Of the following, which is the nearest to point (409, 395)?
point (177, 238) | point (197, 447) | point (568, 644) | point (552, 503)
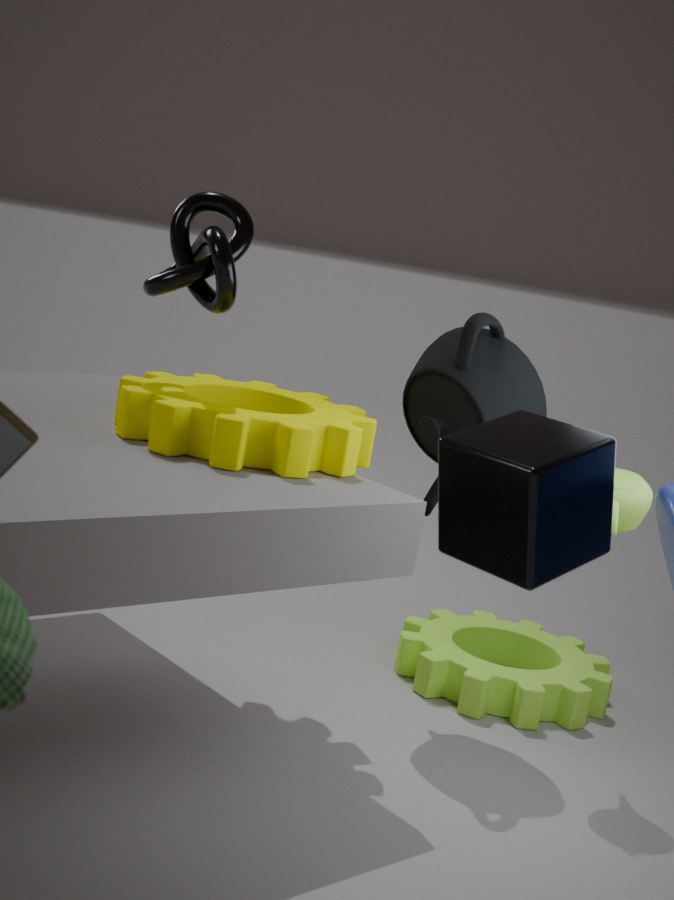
point (197, 447)
